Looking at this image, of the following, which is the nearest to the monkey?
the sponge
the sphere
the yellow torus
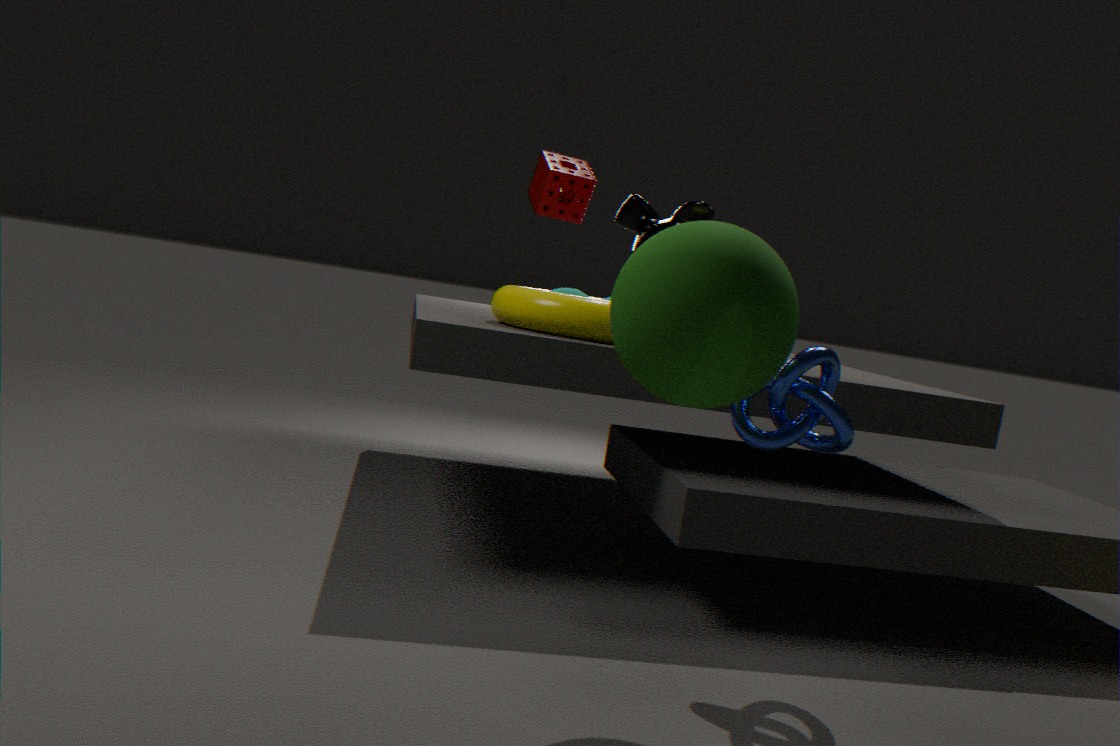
the sponge
